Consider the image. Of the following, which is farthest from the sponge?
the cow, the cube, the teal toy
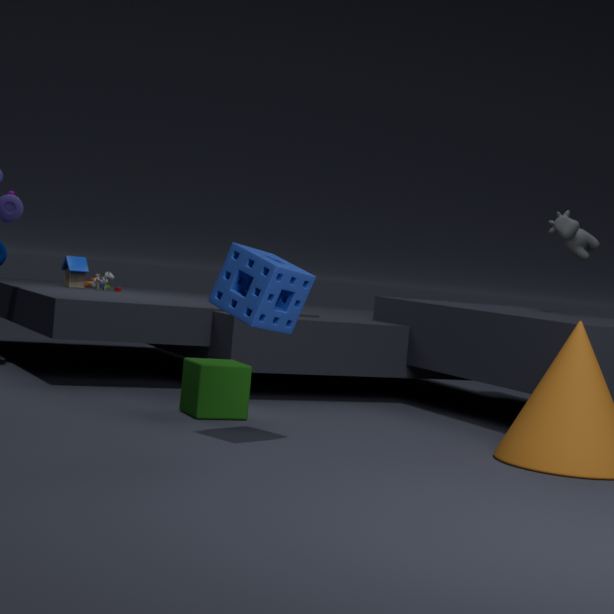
the teal toy
